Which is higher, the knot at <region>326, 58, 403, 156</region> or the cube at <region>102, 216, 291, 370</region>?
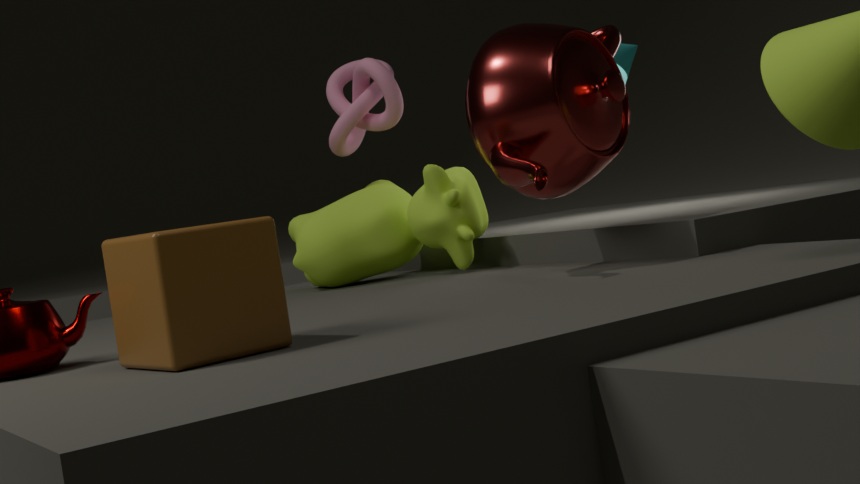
the knot at <region>326, 58, 403, 156</region>
